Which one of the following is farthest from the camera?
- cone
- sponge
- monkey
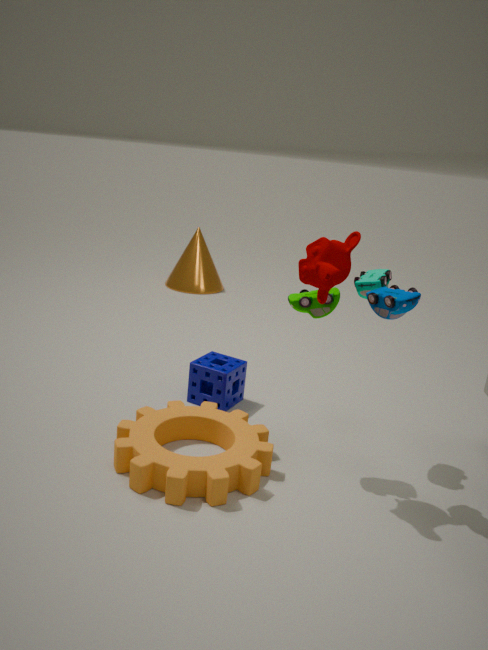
cone
